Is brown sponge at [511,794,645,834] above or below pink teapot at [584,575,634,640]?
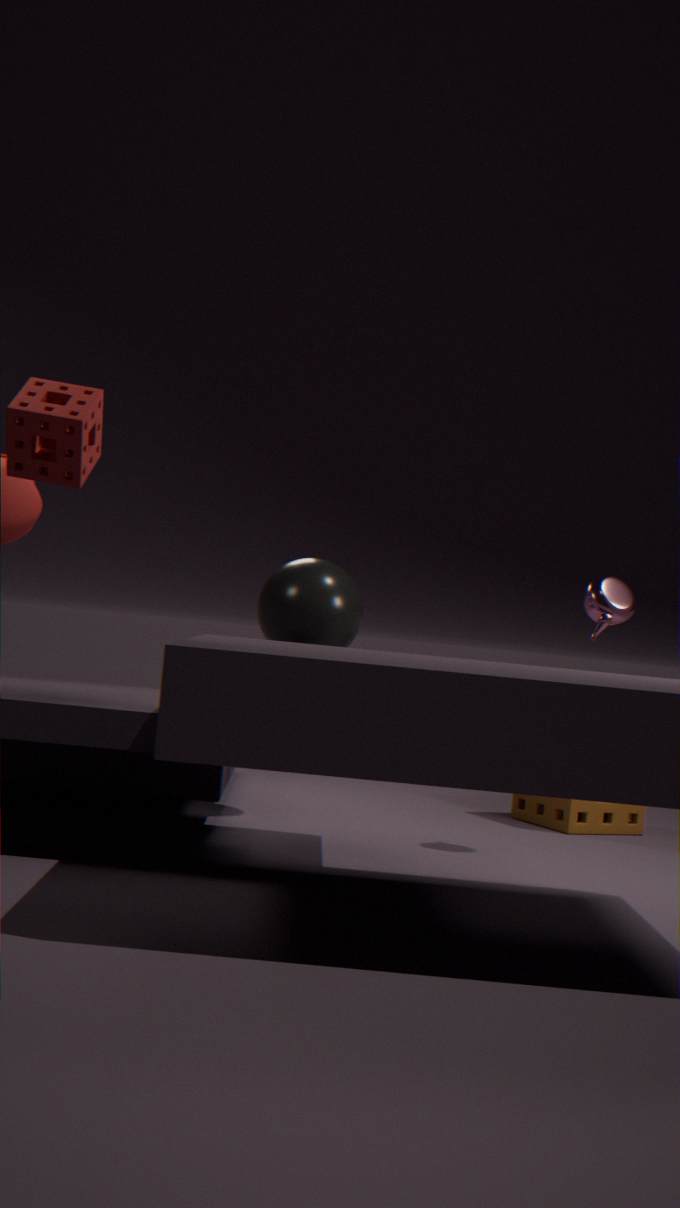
below
